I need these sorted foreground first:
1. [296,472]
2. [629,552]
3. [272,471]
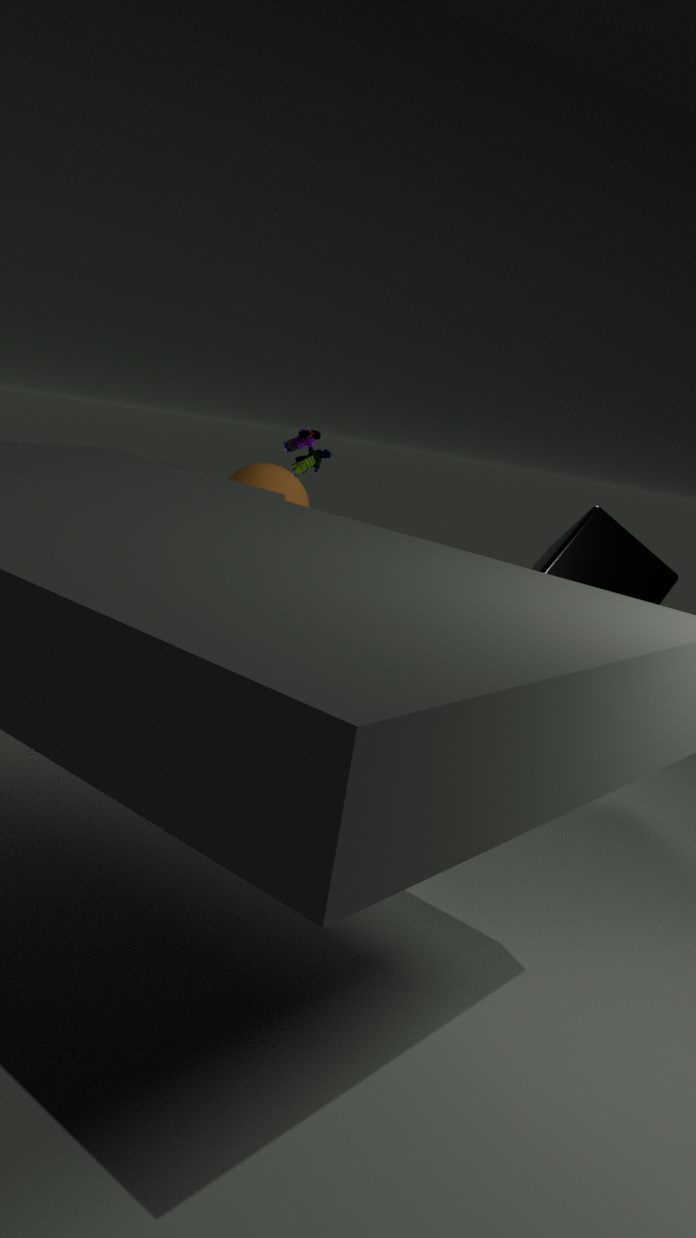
1. [629,552]
2. [296,472]
3. [272,471]
